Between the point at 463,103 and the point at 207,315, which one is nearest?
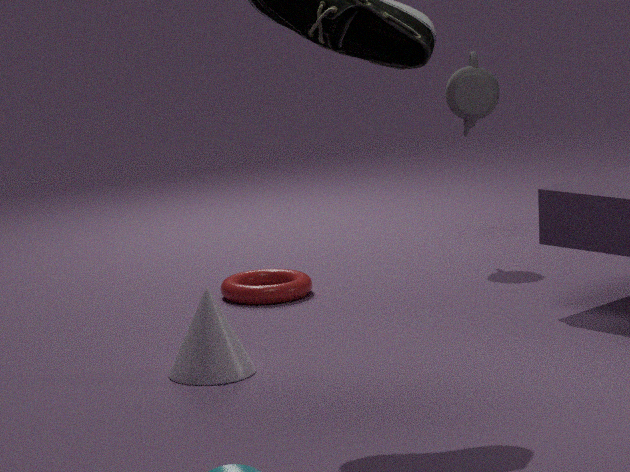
the point at 207,315
